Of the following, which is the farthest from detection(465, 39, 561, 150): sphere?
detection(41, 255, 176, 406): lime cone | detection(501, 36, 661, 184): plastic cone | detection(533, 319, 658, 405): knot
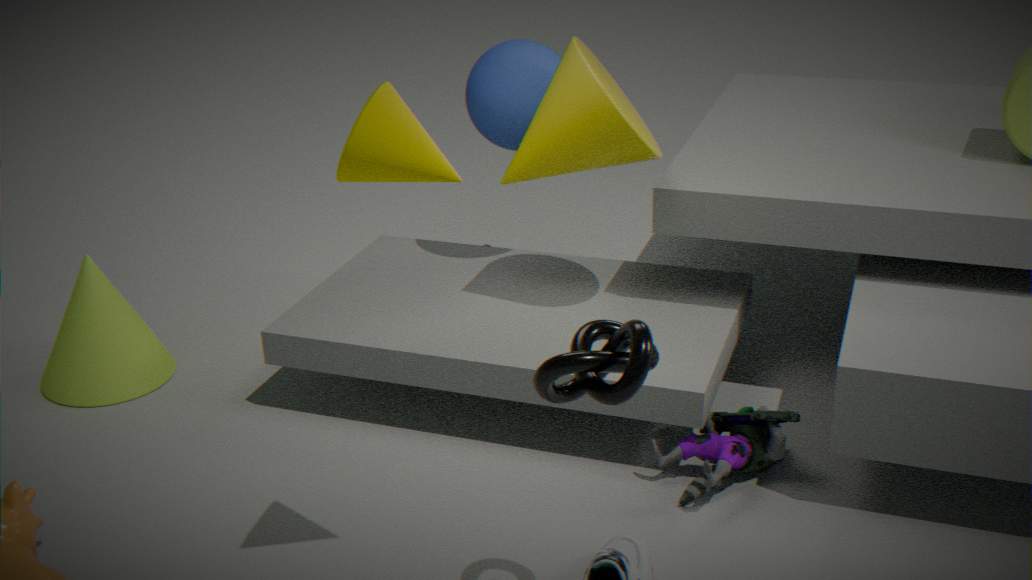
detection(533, 319, 658, 405): knot
